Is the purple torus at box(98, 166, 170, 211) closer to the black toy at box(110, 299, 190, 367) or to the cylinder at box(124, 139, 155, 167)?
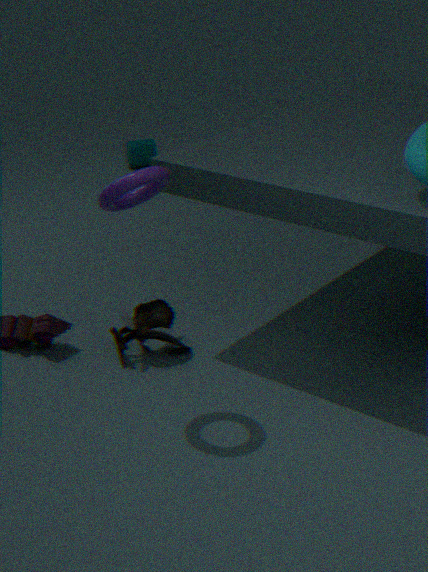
the black toy at box(110, 299, 190, 367)
